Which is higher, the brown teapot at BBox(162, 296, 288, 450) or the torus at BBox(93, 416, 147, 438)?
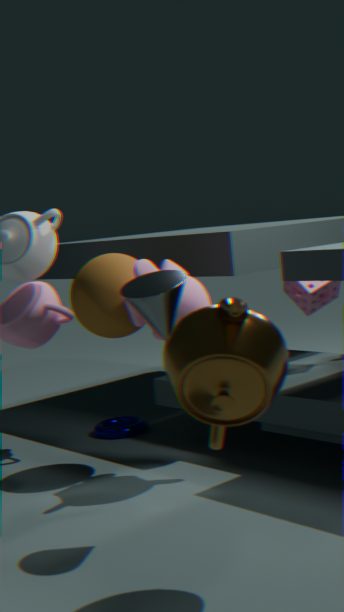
the brown teapot at BBox(162, 296, 288, 450)
